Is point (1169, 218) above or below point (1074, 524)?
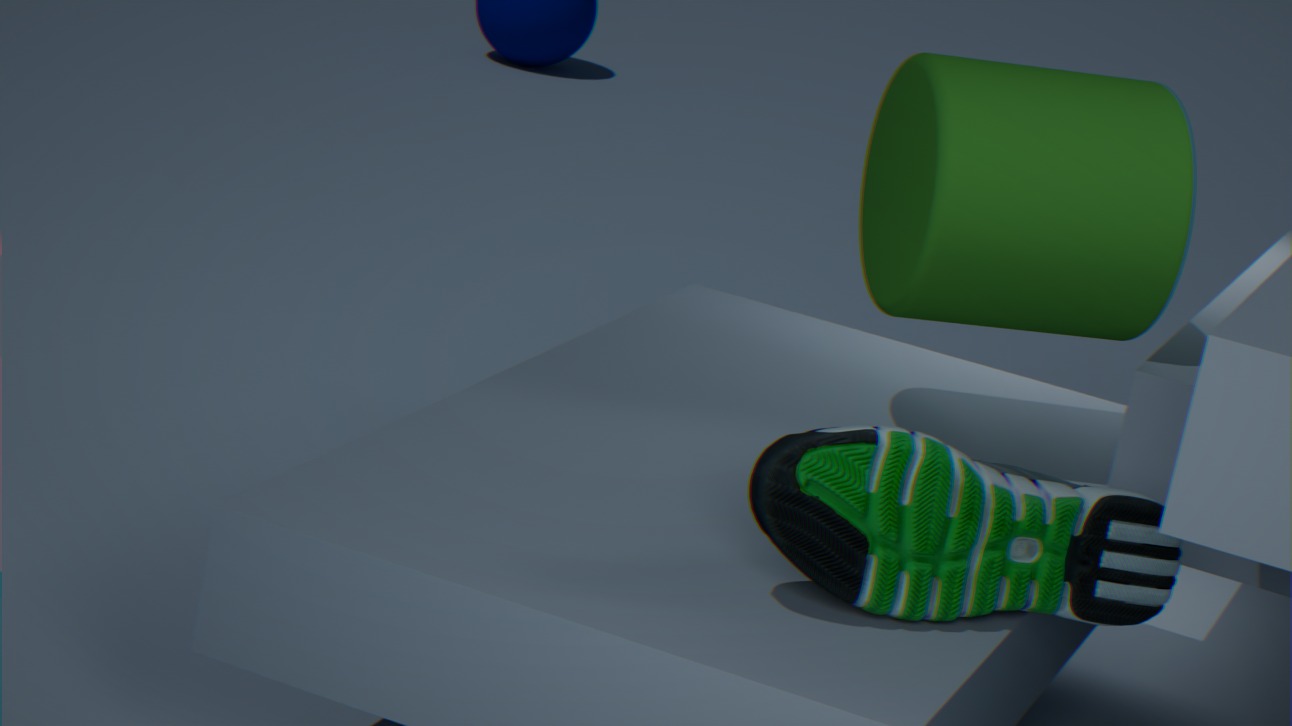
above
